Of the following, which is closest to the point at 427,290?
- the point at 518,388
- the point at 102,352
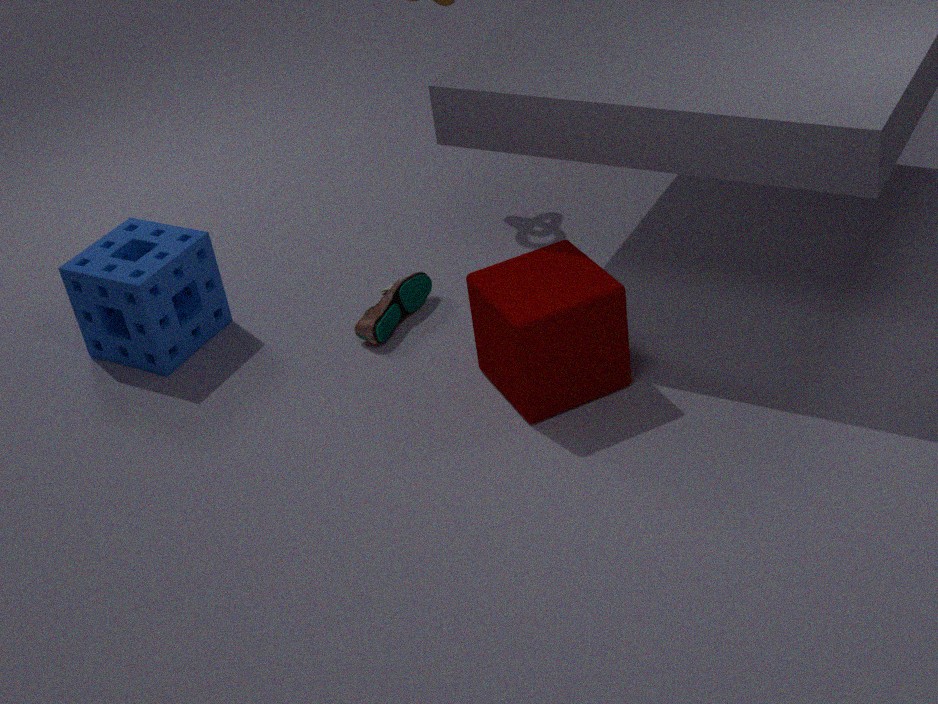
the point at 518,388
